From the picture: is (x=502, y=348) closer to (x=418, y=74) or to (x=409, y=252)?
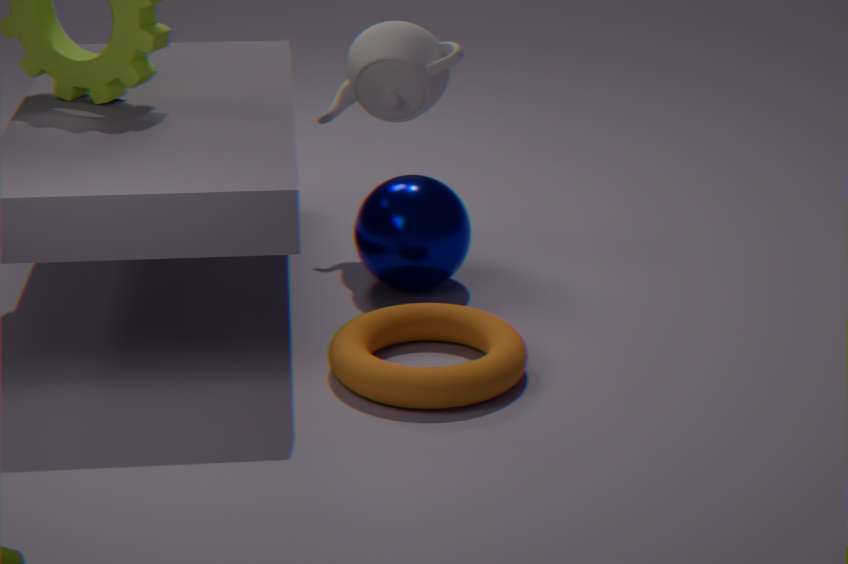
(x=409, y=252)
